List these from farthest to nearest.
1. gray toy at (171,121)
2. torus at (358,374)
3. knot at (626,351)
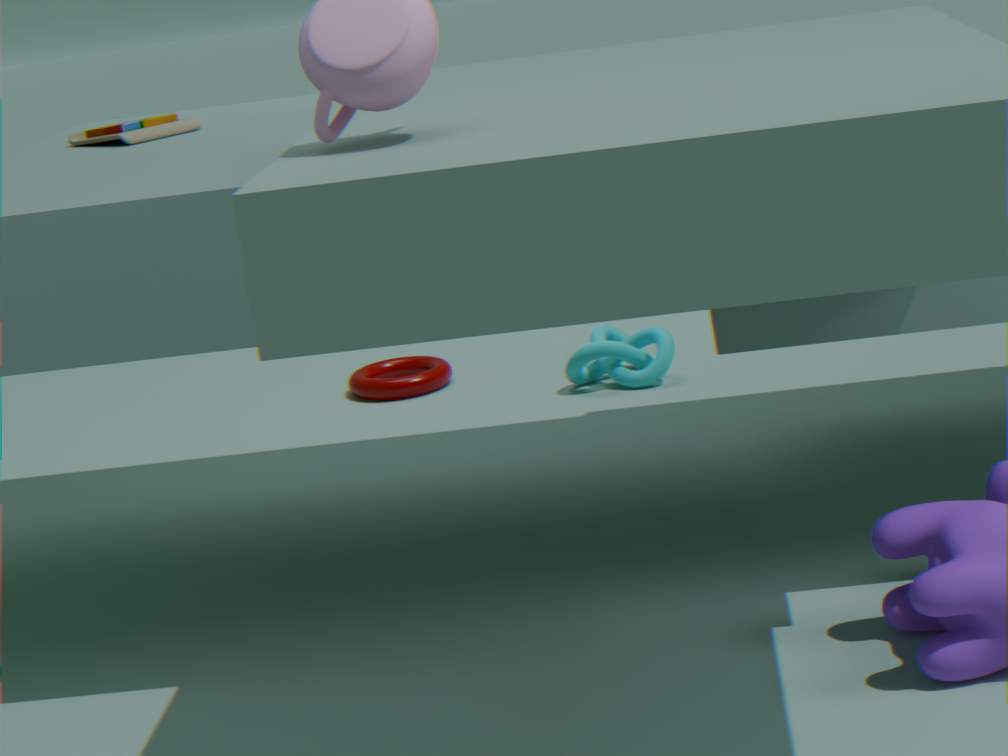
torus at (358,374)
knot at (626,351)
gray toy at (171,121)
